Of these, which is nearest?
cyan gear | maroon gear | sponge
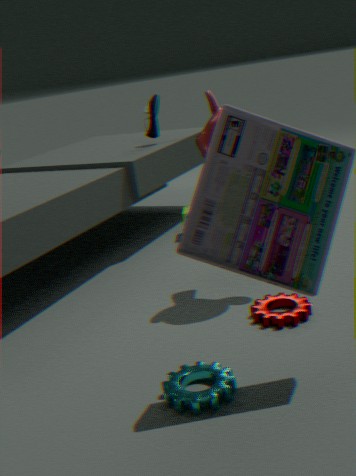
cyan gear
